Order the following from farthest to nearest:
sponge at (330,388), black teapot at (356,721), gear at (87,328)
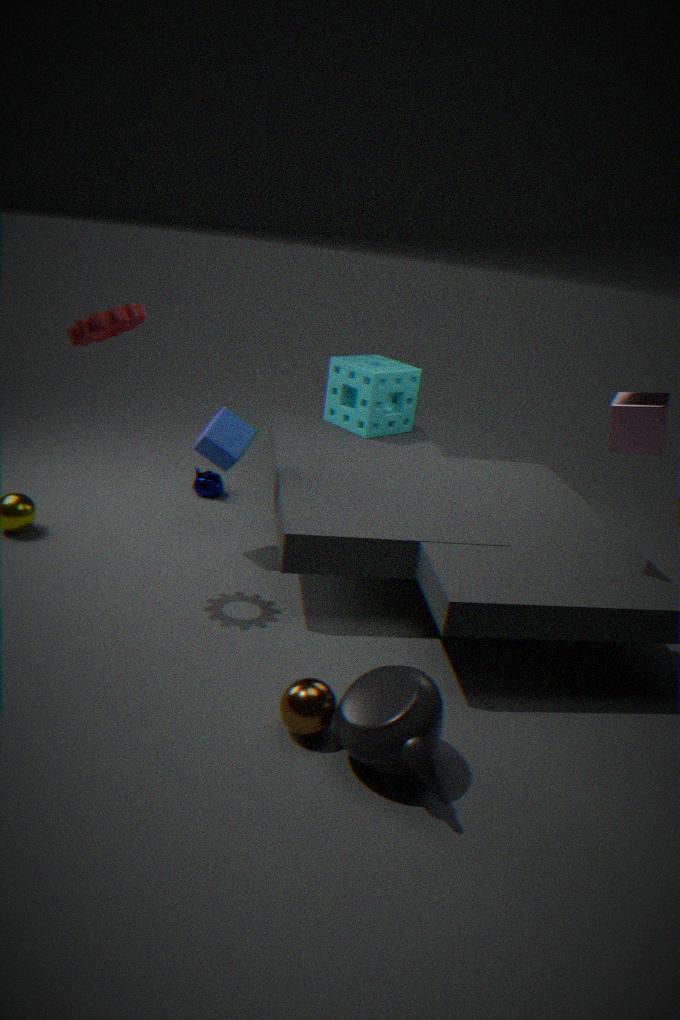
sponge at (330,388) → gear at (87,328) → black teapot at (356,721)
